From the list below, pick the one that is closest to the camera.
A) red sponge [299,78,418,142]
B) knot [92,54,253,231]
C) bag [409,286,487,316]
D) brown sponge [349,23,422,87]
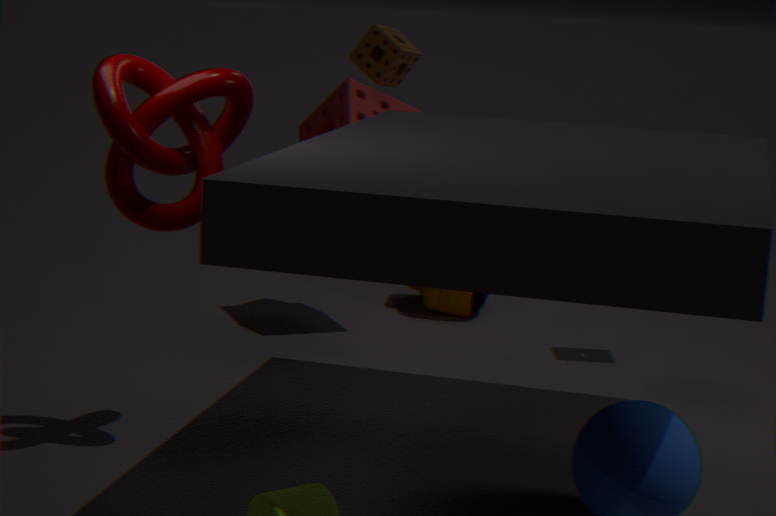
knot [92,54,253,231]
